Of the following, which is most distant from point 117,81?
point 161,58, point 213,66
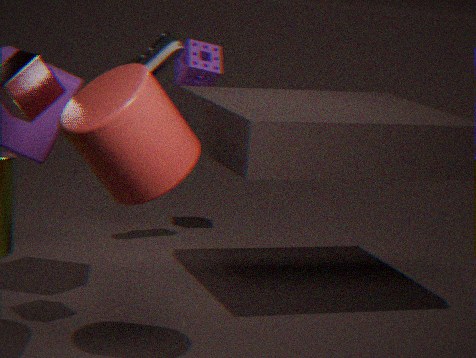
point 213,66
